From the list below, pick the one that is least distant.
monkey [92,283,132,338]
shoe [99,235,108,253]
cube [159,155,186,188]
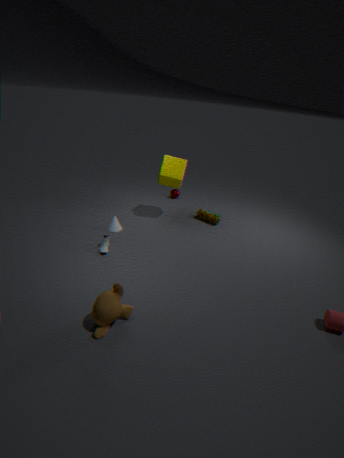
monkey [92,283,132,338]
